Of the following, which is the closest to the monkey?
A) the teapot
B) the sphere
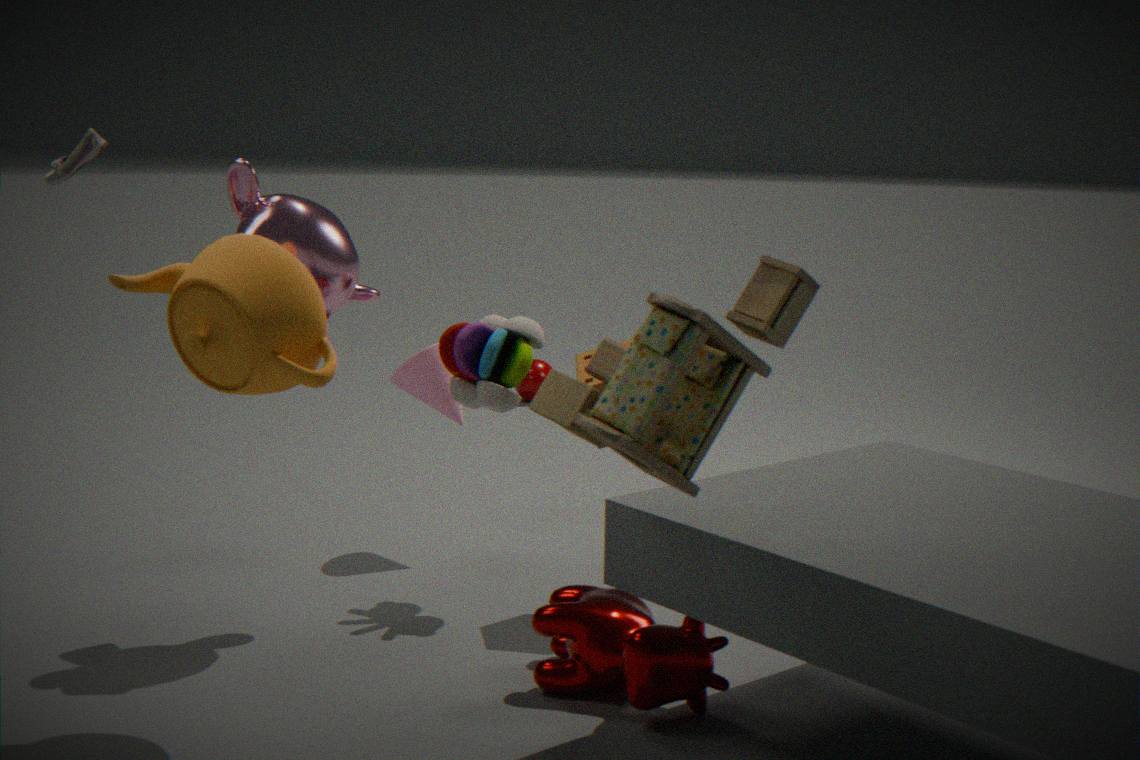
the teapot
